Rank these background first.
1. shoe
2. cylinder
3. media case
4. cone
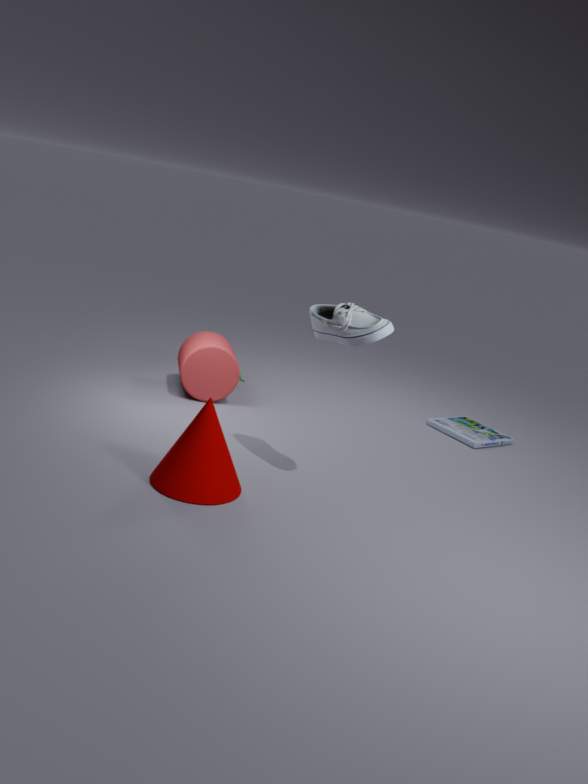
media case → cylinder → cone → shoe
